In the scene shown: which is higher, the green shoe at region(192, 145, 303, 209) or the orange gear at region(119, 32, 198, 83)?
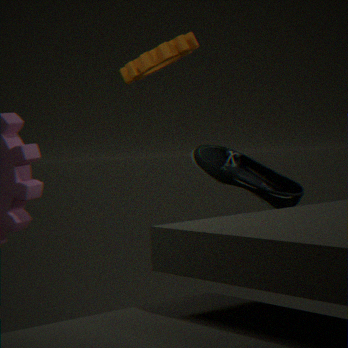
the orange gear at region(119, 32, 198, 83)
